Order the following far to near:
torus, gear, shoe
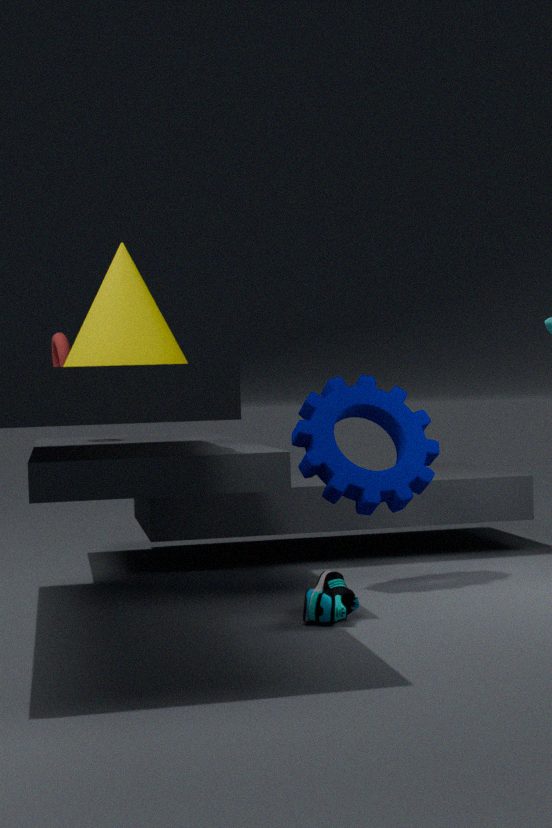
torus < gear < shoe
